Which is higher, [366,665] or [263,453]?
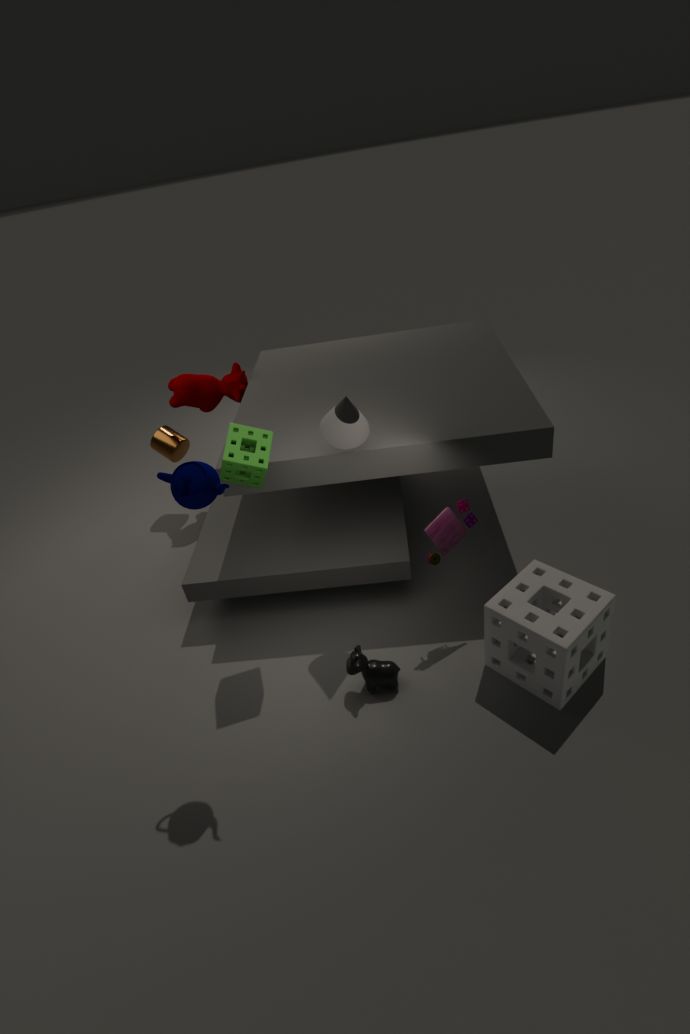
[263,453]
